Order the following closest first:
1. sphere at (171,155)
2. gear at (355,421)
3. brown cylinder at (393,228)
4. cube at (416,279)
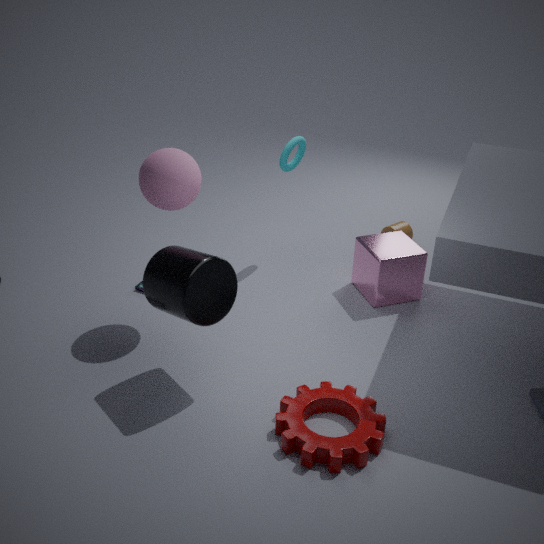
gear at (355,421) → sphere at (171,155) → cube at (416,279) → brown cylinder at (393,228)
